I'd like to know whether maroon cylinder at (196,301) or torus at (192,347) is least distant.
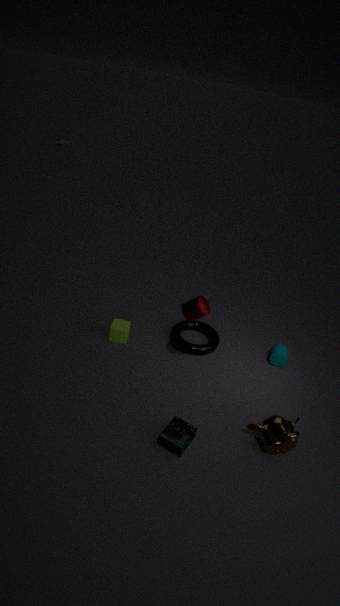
maroon cylinder at (196,301)
